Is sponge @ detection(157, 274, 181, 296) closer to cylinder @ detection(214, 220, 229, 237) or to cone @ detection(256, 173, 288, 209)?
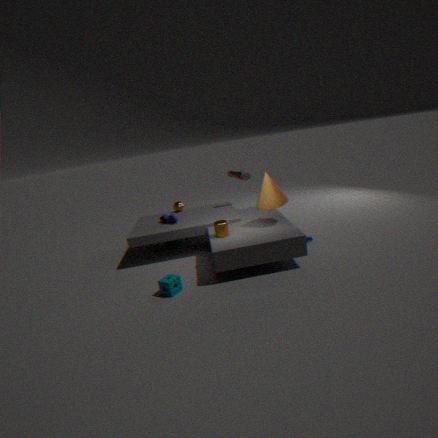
cylinder @ detection(214, 220, 229, 237)
